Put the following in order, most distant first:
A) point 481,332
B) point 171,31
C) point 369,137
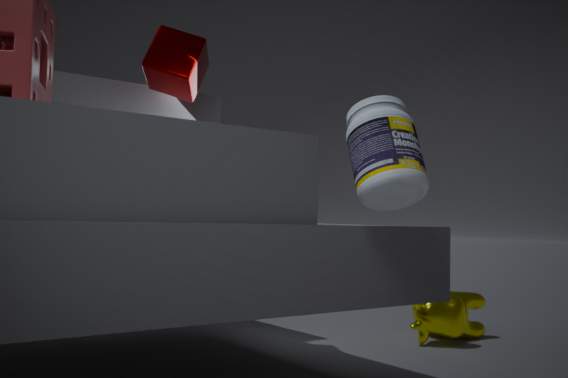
point 481,332 → point 171,31 → point 369,137
